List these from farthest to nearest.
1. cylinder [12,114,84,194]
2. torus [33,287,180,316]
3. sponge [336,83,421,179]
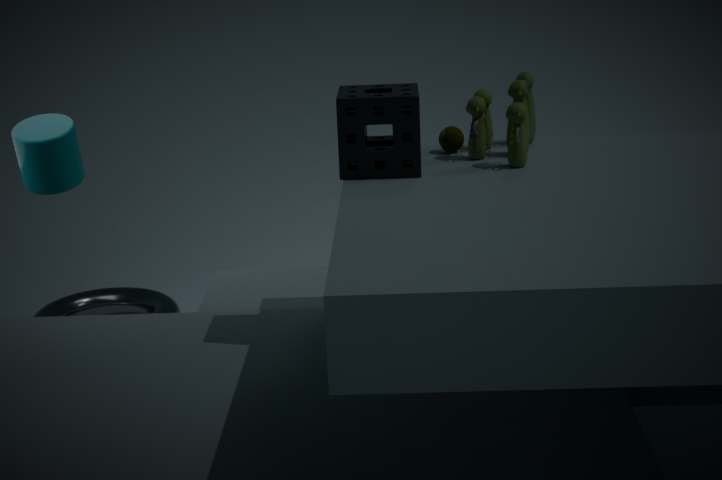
1. torus [33,287,180,316]
2. cylinder [12,114,84,194]
3. sponge [336,83,421,179]
